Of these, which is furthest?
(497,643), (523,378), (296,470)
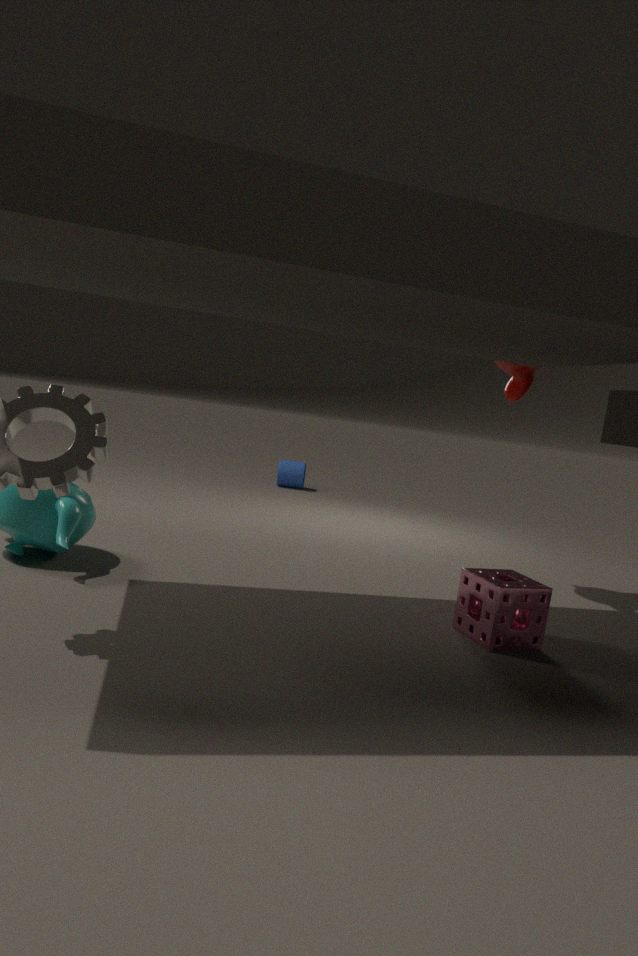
(296,470)
